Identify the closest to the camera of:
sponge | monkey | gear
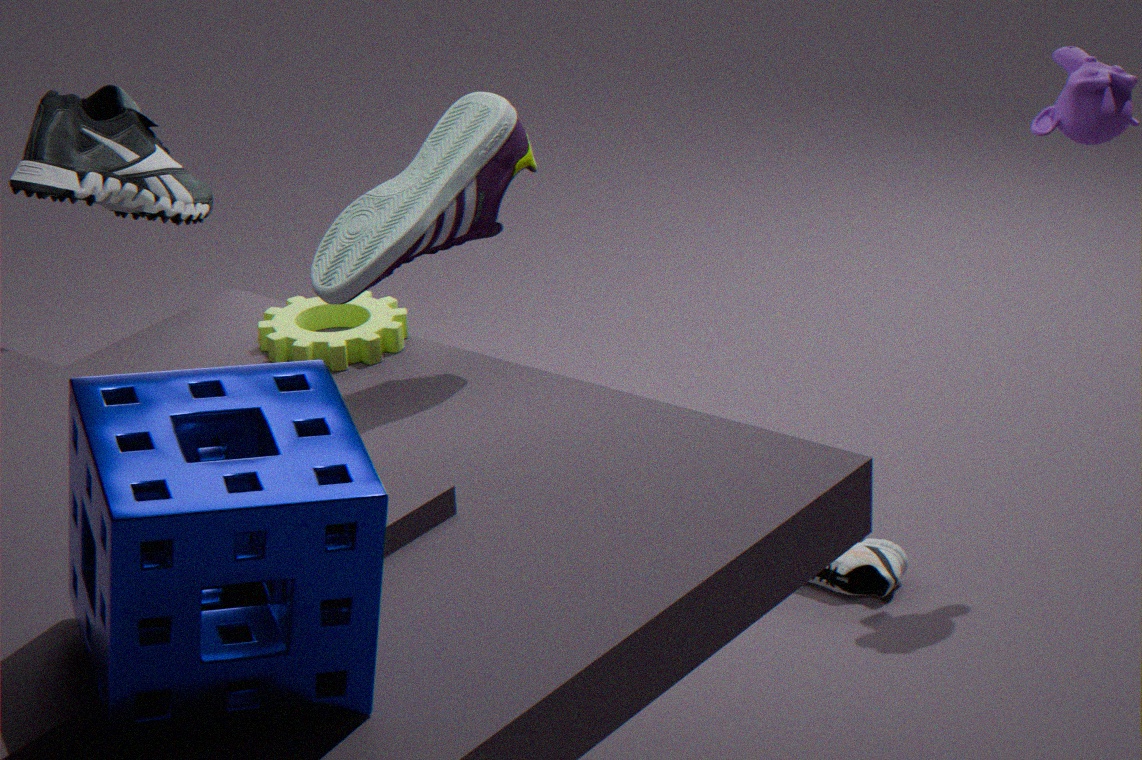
sponge
